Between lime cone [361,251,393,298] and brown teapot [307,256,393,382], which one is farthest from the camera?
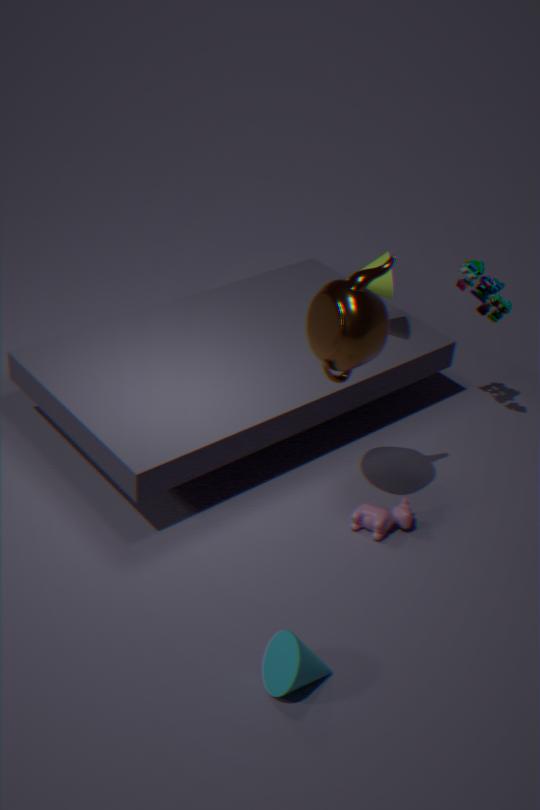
lime cone [361,251,393,298]
